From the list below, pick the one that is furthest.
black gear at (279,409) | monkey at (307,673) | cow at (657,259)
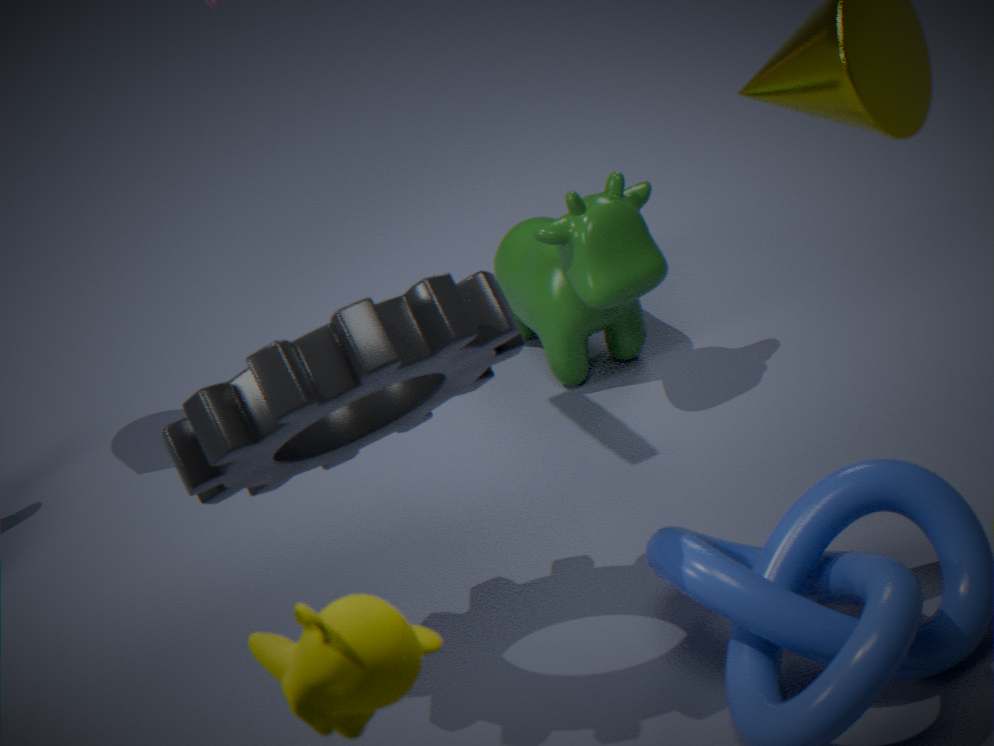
cow at (657,259)
